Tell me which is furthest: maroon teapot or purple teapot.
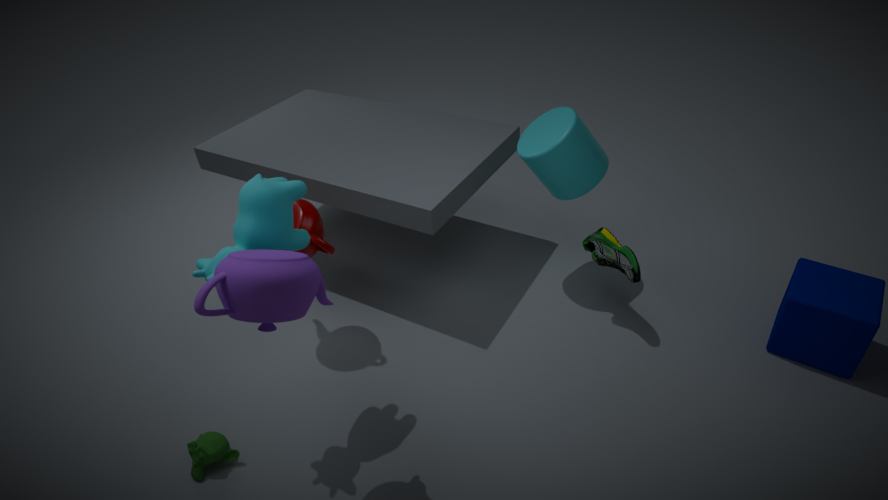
maroon teapot
